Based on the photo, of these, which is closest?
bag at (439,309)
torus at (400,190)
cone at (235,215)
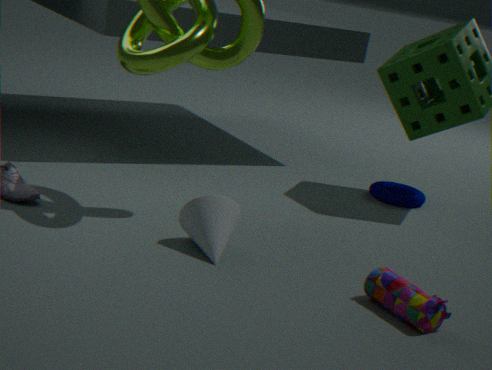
bag at (439,309)
